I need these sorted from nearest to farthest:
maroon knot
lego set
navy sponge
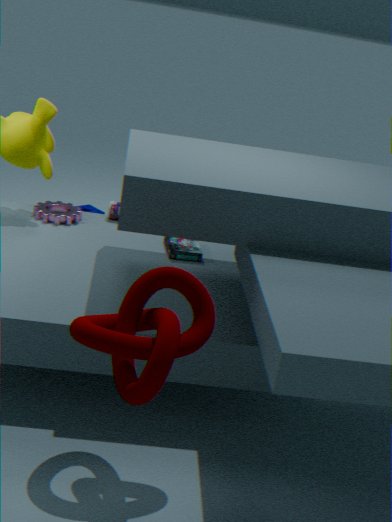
maroon knot, lego set, navy sponge
